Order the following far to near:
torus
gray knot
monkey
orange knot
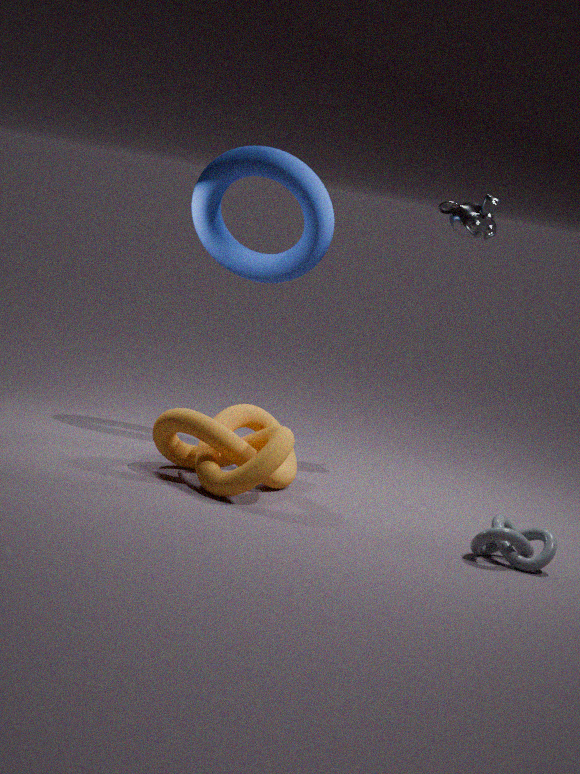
torus < monkey < orange knot < gray knot
